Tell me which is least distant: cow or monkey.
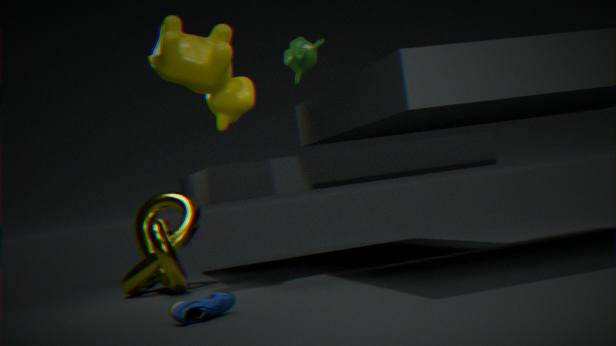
cow
